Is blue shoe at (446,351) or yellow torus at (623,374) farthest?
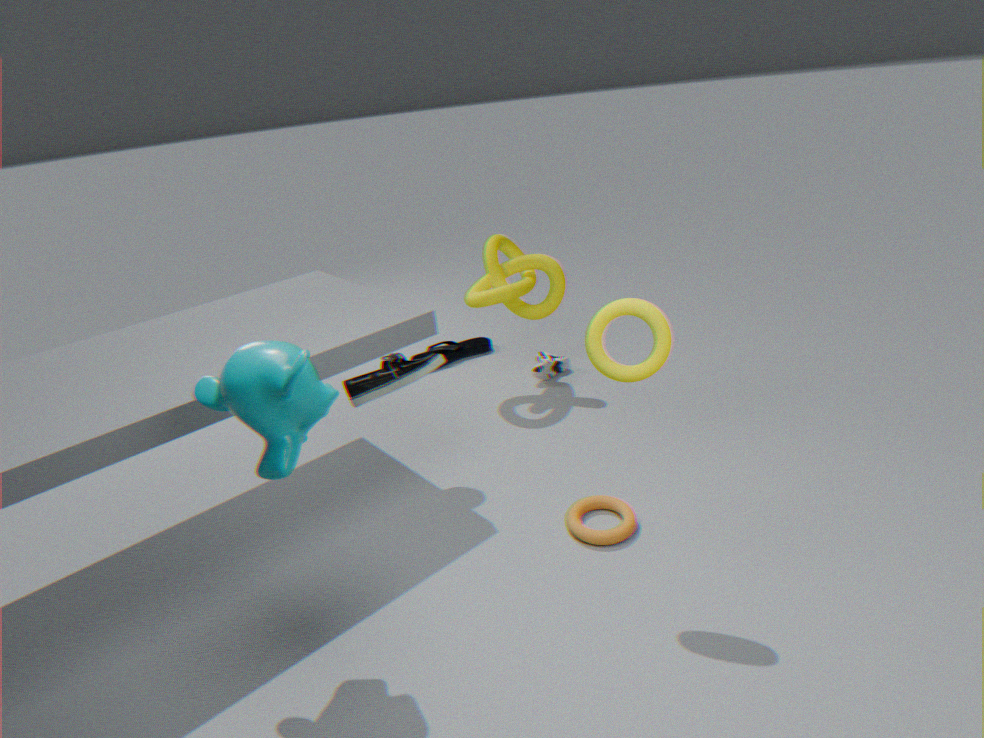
blue shoe at (446,351)
